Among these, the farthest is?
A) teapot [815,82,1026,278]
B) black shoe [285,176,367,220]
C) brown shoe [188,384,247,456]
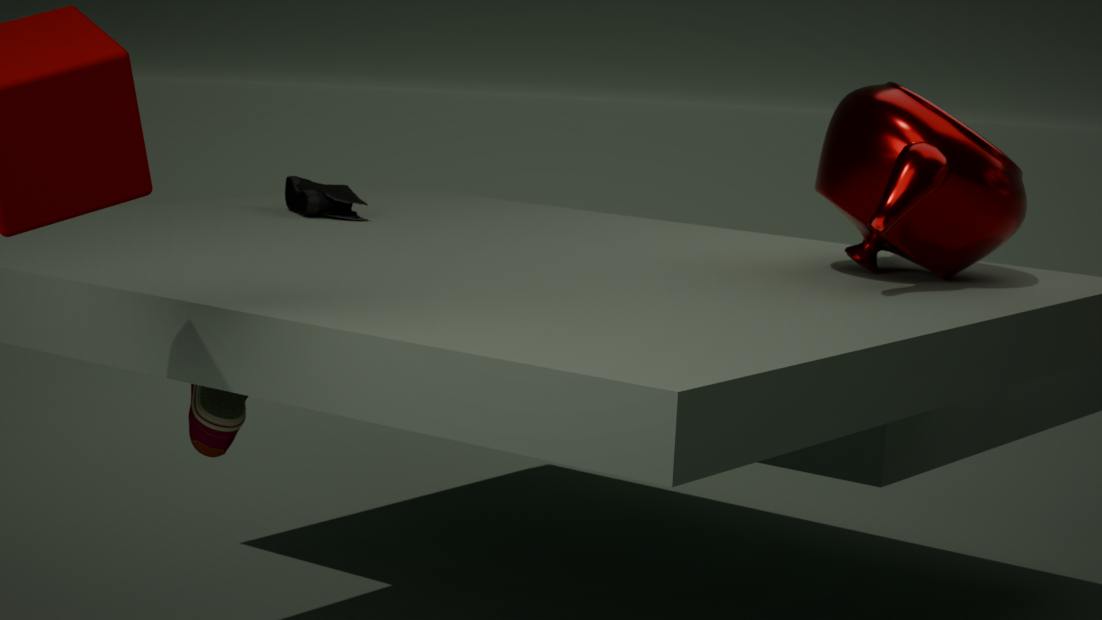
B. black shoe [285,176,367,220]
